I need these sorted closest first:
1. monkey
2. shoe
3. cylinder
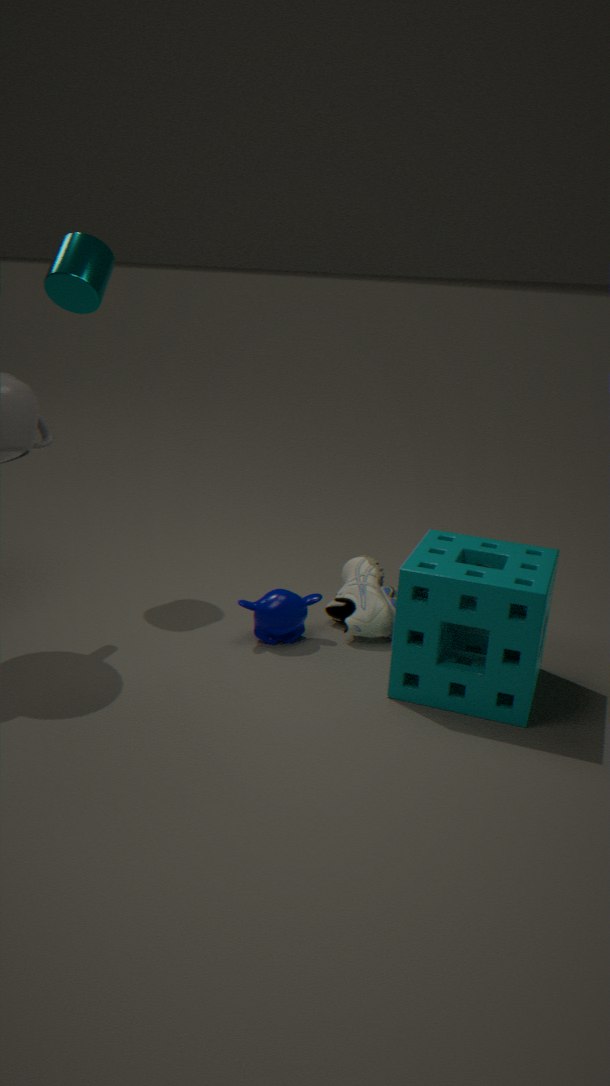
monkey → shoe → cylinder
